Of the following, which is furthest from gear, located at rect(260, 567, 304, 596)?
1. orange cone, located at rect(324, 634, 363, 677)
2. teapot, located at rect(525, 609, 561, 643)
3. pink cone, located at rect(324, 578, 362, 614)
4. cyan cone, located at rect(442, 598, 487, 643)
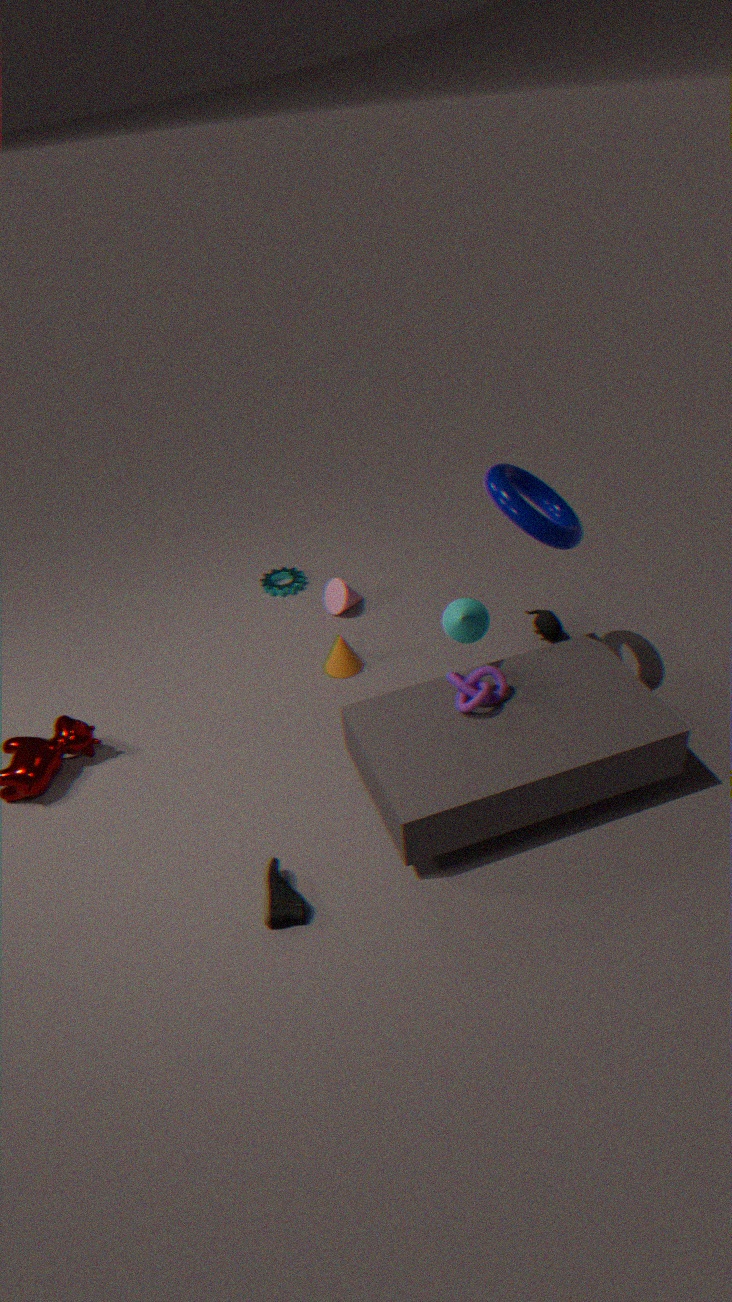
cyan cone, located at rect(442, 598, 487, 643)
